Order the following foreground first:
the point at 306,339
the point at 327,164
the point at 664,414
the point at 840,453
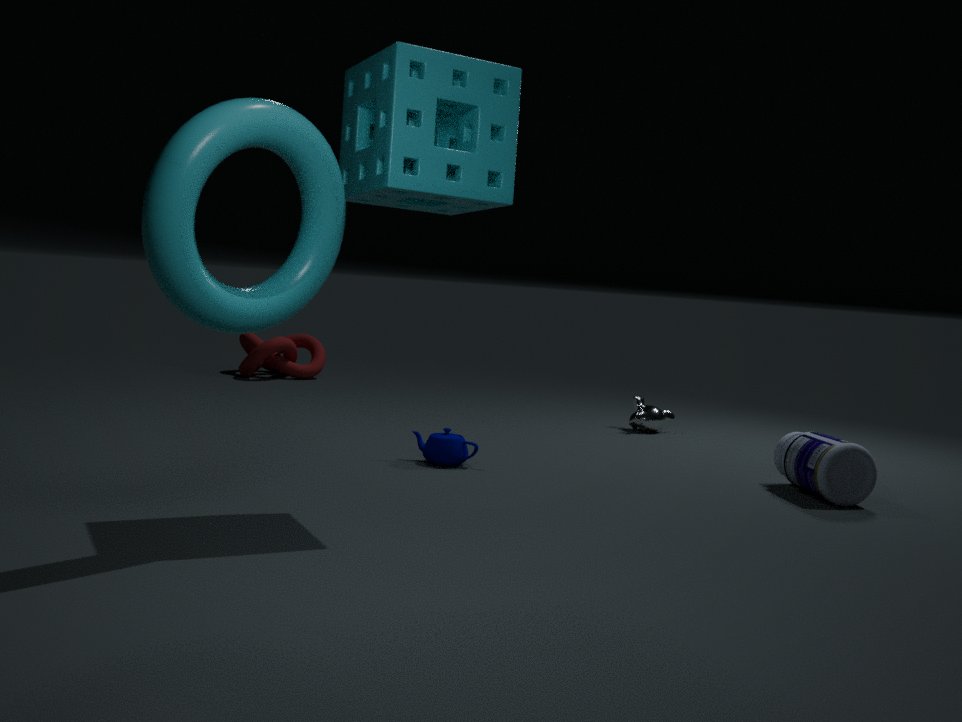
the point at 327,164, the point at 840,453, the point at 664,414, the point at 306,339
